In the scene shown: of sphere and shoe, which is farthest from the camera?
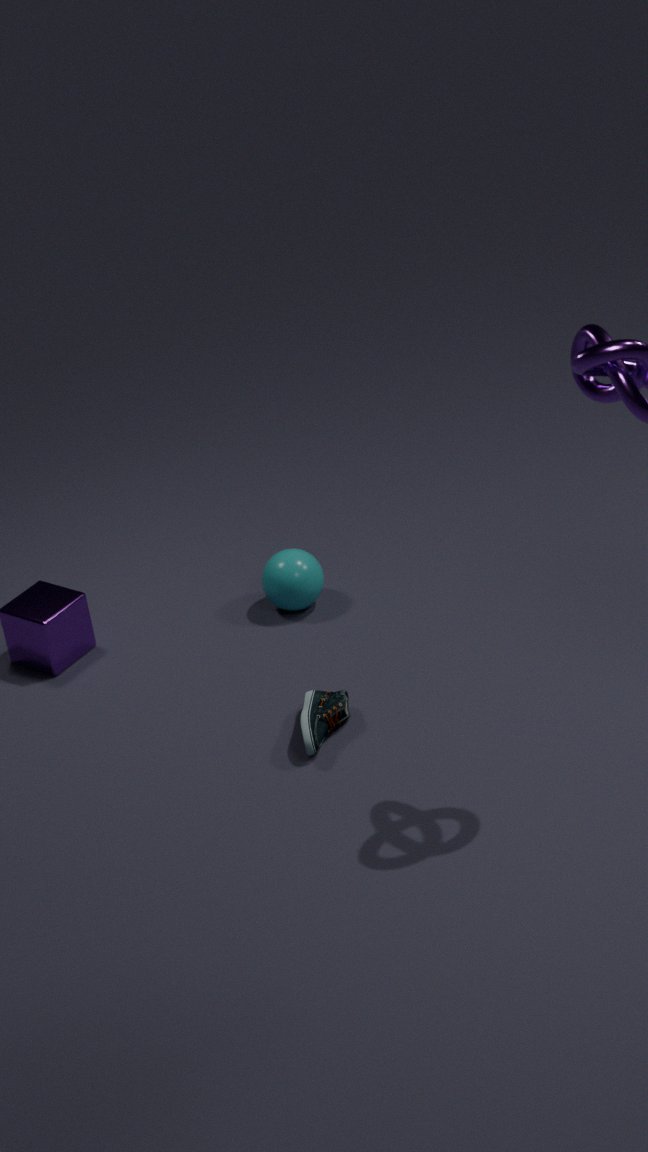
sphere
